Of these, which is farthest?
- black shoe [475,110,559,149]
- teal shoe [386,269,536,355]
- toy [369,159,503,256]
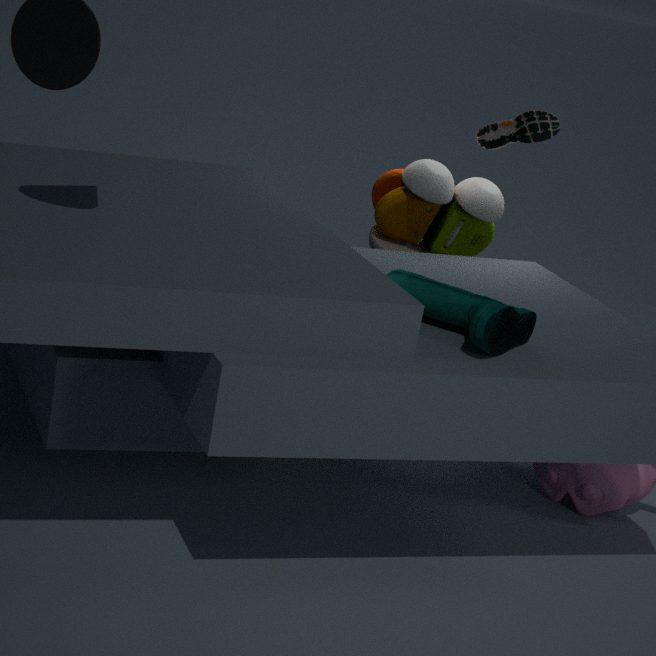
black shoe [475,110,559,149]
